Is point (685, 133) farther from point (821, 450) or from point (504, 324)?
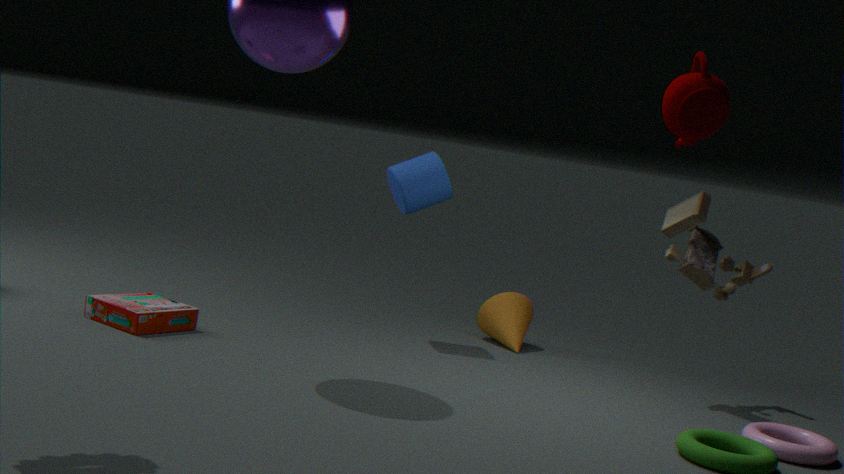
point (504, 324)
